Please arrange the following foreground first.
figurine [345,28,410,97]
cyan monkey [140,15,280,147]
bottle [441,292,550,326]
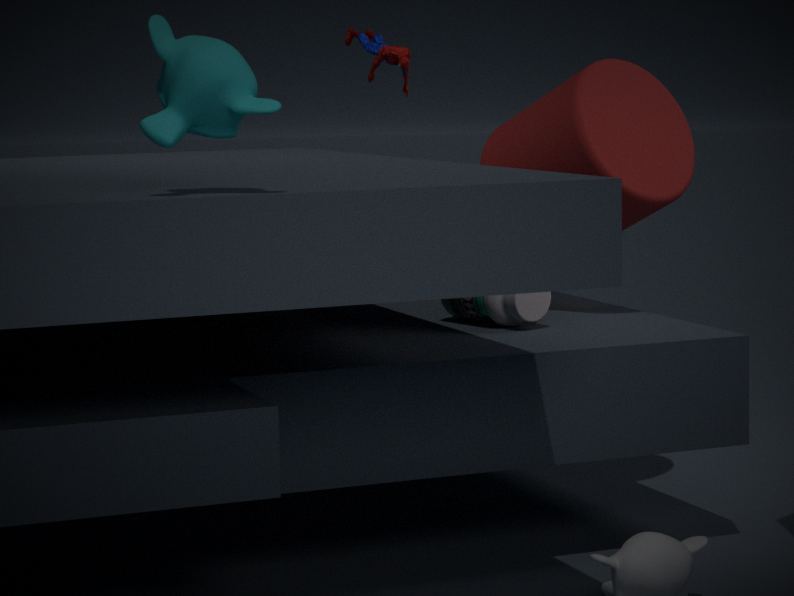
cyan monkey [140,15,280,147] < bottle [441,292,550,326] < figurine [345,28,410,97]
